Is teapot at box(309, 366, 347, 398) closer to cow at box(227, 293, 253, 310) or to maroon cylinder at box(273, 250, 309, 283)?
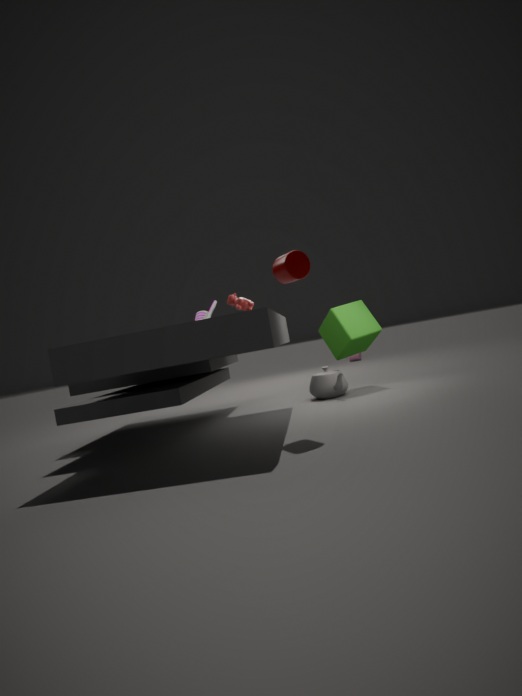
cow at box(227, 293, 253, 310)
